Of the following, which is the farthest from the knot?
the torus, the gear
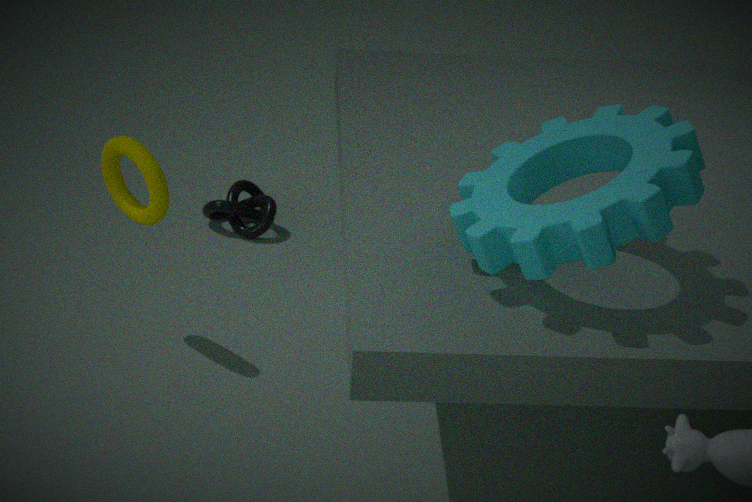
the gear
